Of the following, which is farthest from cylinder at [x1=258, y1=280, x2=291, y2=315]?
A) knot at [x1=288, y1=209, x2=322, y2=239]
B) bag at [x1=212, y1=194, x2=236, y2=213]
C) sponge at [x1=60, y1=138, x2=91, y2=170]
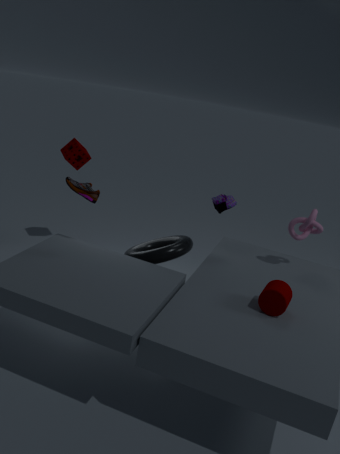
sponge at [x1=60, y1=138, x2=91, y2=170]
